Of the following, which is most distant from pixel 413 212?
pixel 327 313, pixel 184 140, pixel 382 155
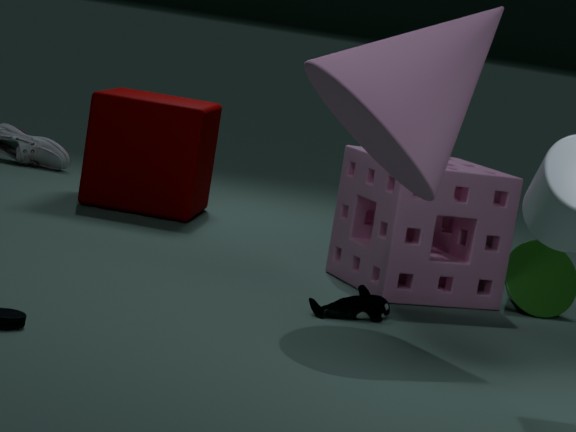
pixel 184 140
